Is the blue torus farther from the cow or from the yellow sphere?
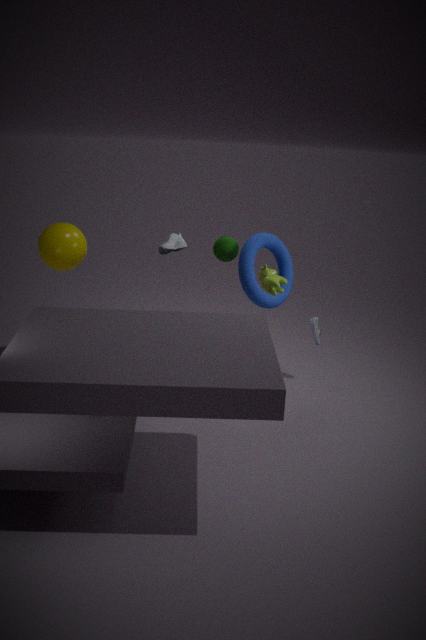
the yellow sphere
